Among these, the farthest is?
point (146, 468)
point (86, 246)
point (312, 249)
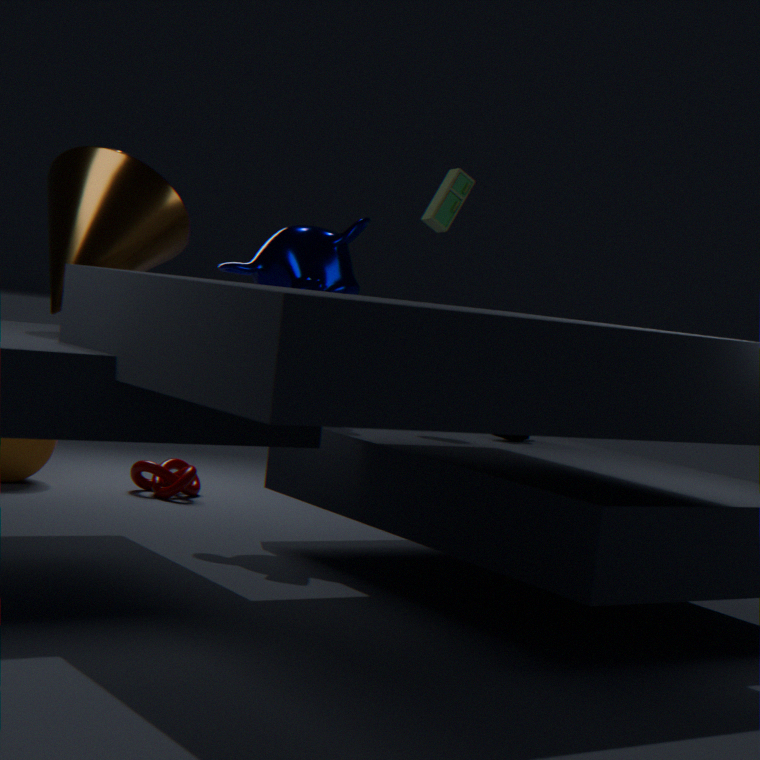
point (146, 468)
